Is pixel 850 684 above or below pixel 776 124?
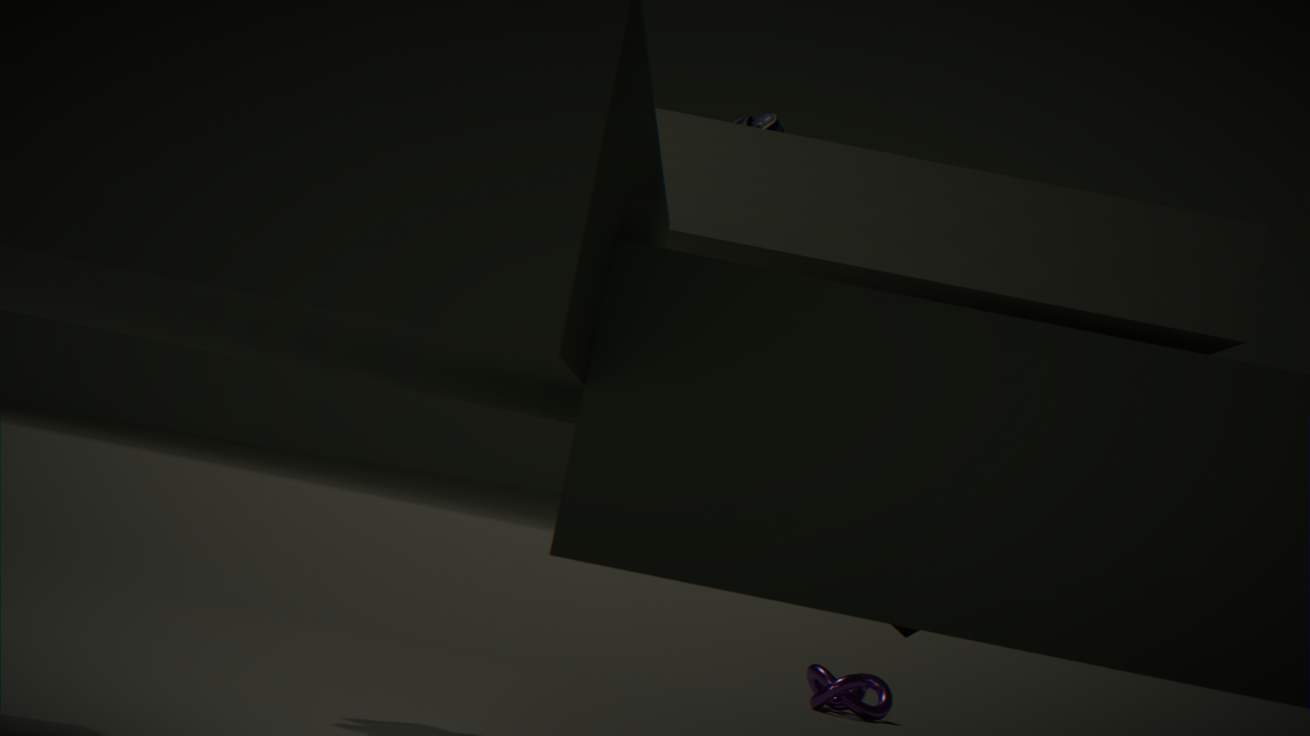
below
